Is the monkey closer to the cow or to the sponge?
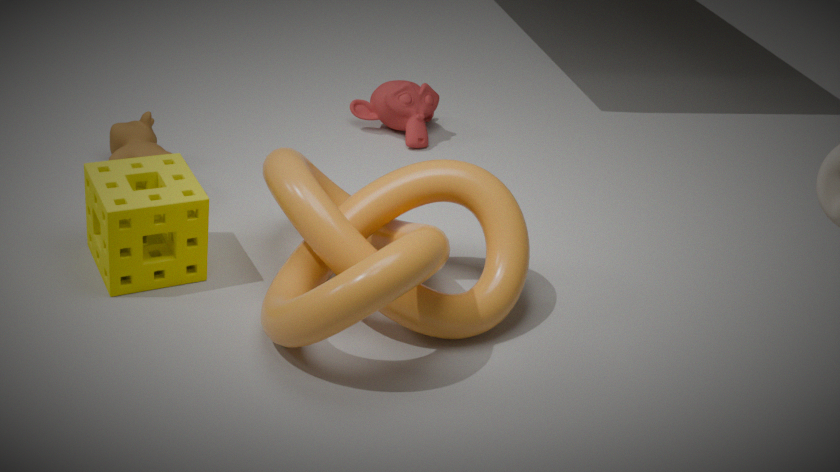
the cow
